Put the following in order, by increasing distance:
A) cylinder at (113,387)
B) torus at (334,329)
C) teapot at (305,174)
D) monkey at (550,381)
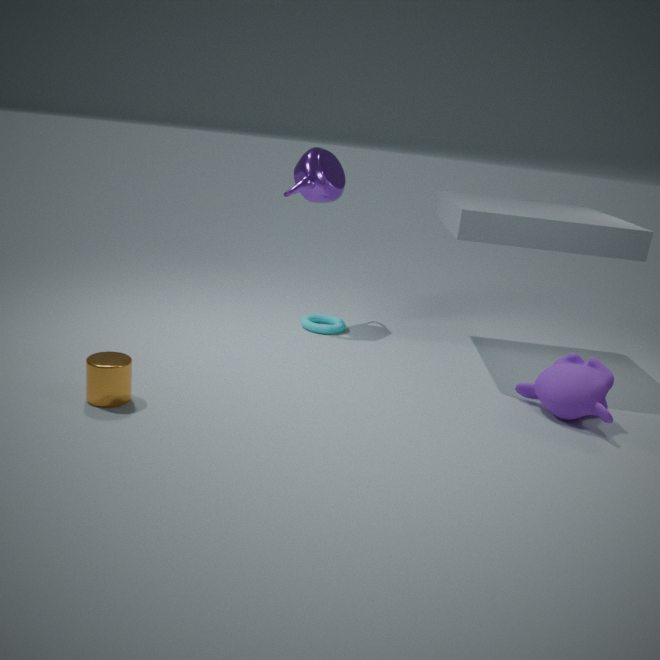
cylinder at (113,387) → monkey at (550,381) → teapot at (305,174) → torus at (334,329)
